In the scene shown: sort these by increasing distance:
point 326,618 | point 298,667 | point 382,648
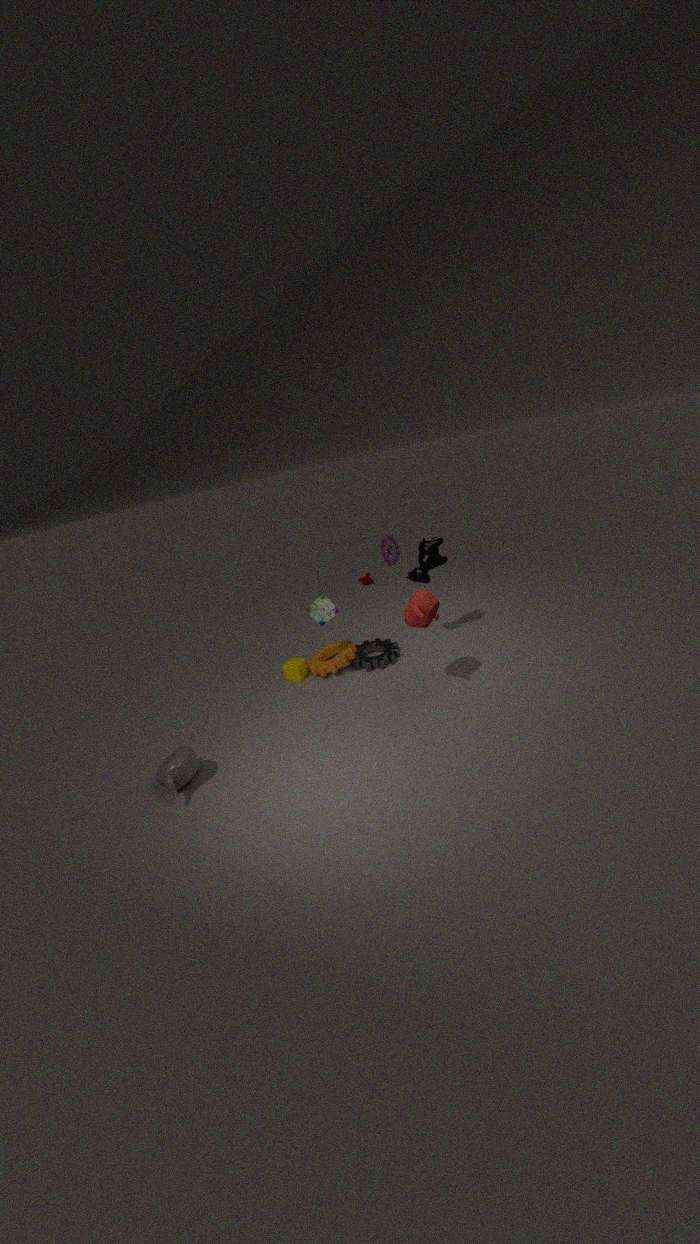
point 326,618 → point 298,667 → point 382,648
